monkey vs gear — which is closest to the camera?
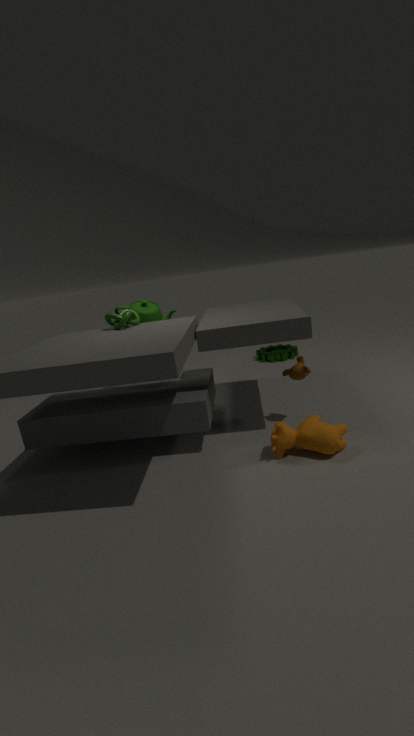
monkey
